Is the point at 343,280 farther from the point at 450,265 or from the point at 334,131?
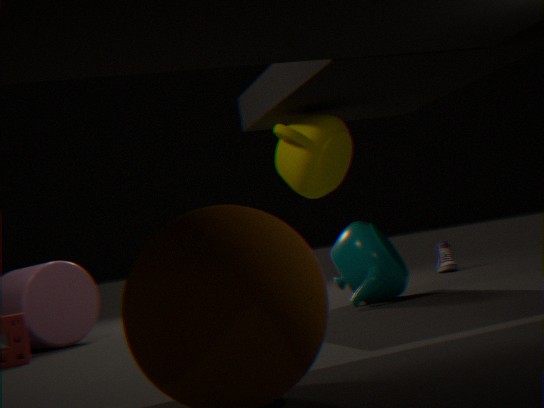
the point at 450,265
